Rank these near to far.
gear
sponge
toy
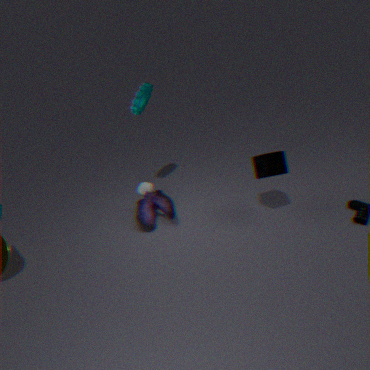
sponge < gear < toy
